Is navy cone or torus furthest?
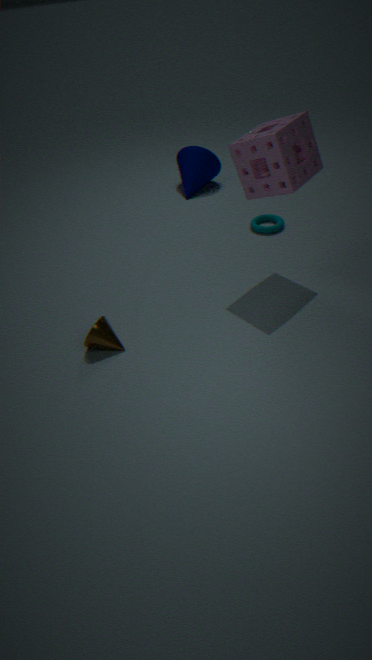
navy cone
